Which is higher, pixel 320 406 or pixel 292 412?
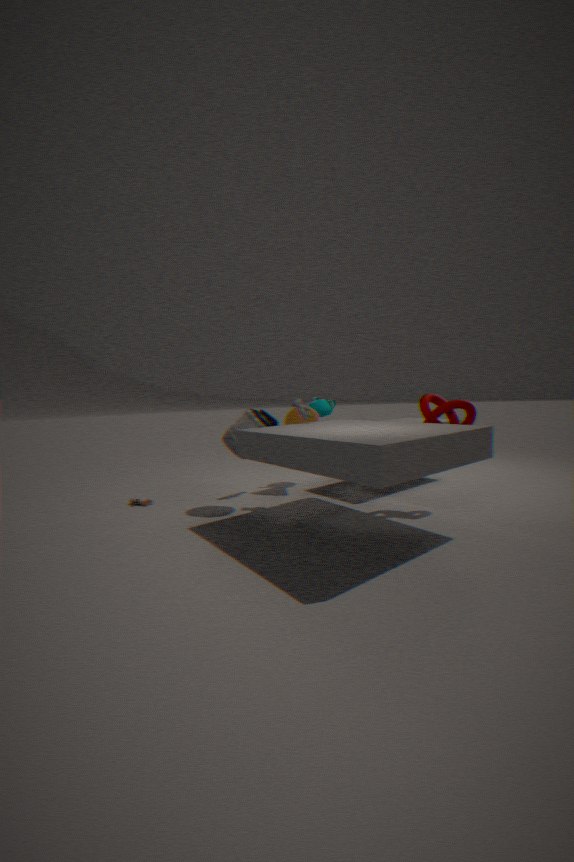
pixel 320 406
